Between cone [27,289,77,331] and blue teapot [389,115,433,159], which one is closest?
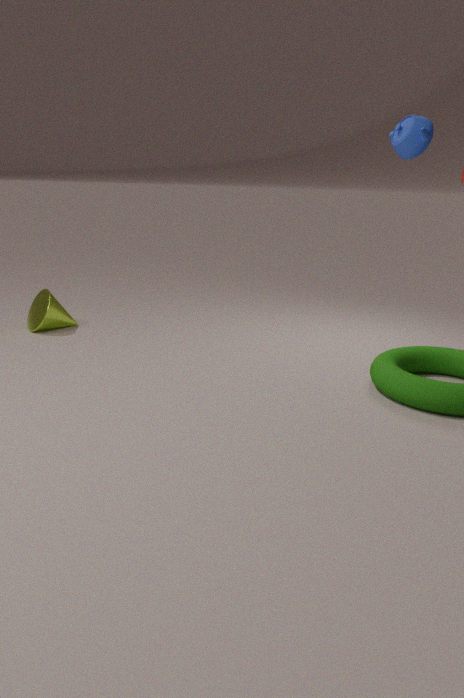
blue teapot [389,115,433,159]
